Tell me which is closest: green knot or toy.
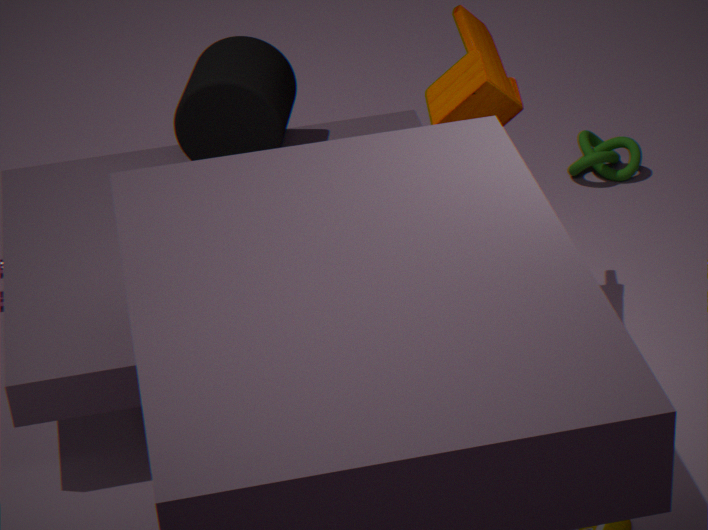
toy
